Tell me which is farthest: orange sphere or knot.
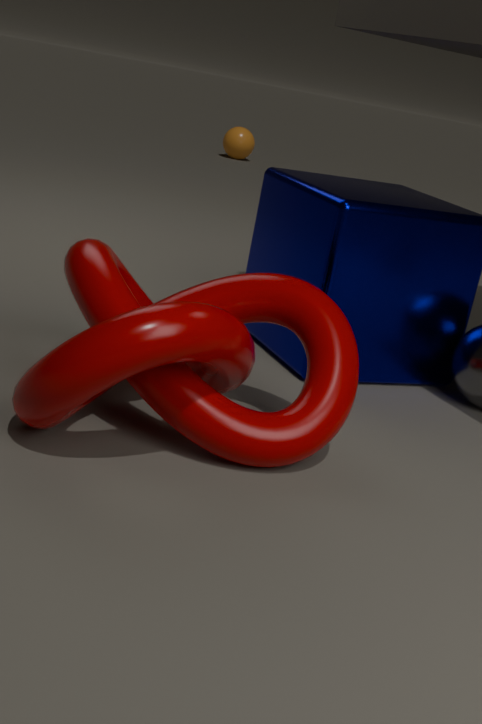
orange sphere
